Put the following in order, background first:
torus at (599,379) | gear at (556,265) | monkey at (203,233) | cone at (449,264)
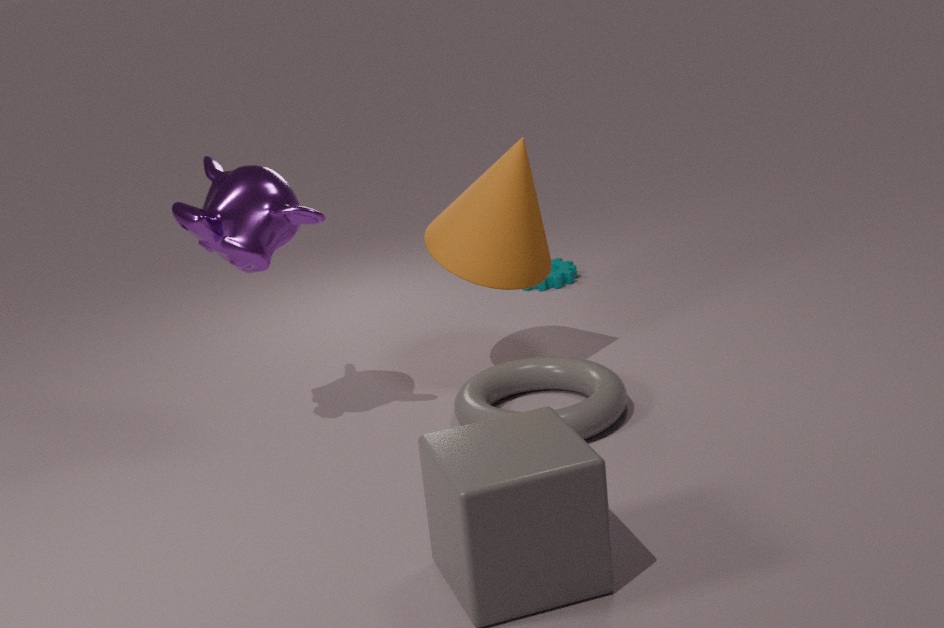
gear at (556,265) → cone at (449,264) → torus at (599,379) → monkey at (203,233)
